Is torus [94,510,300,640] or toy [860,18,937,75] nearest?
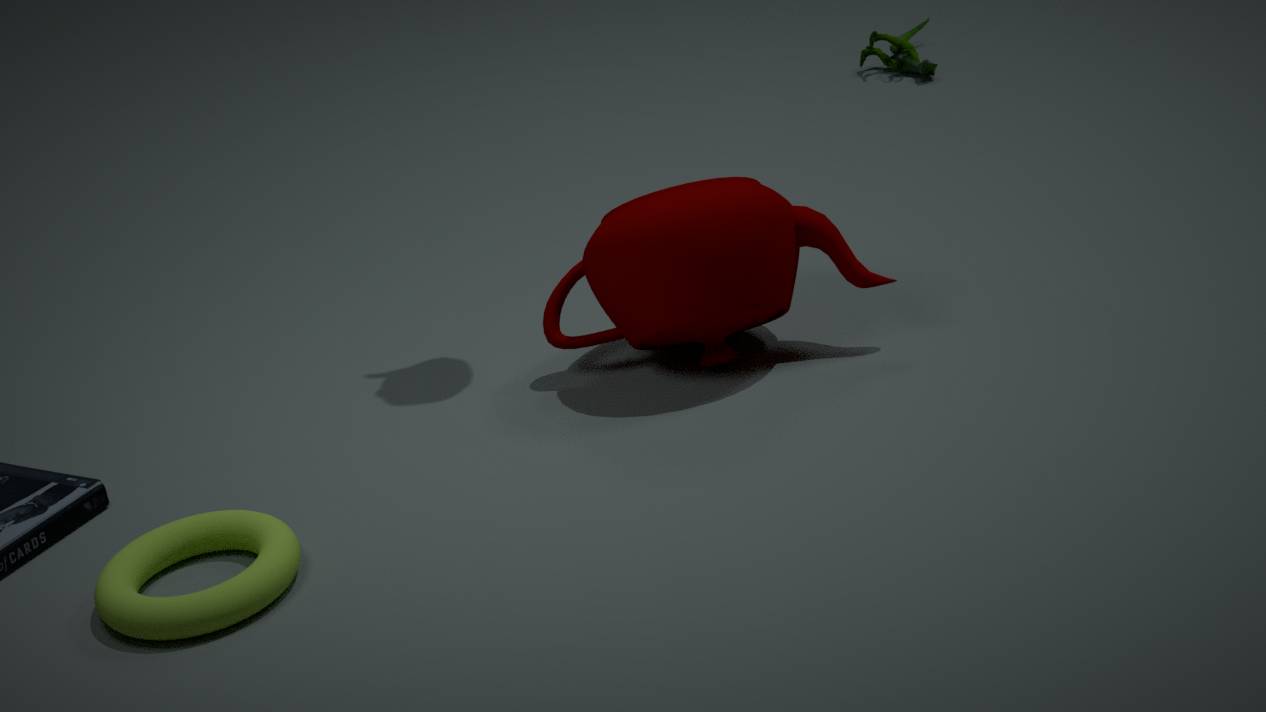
torus [94,510,300,640]
